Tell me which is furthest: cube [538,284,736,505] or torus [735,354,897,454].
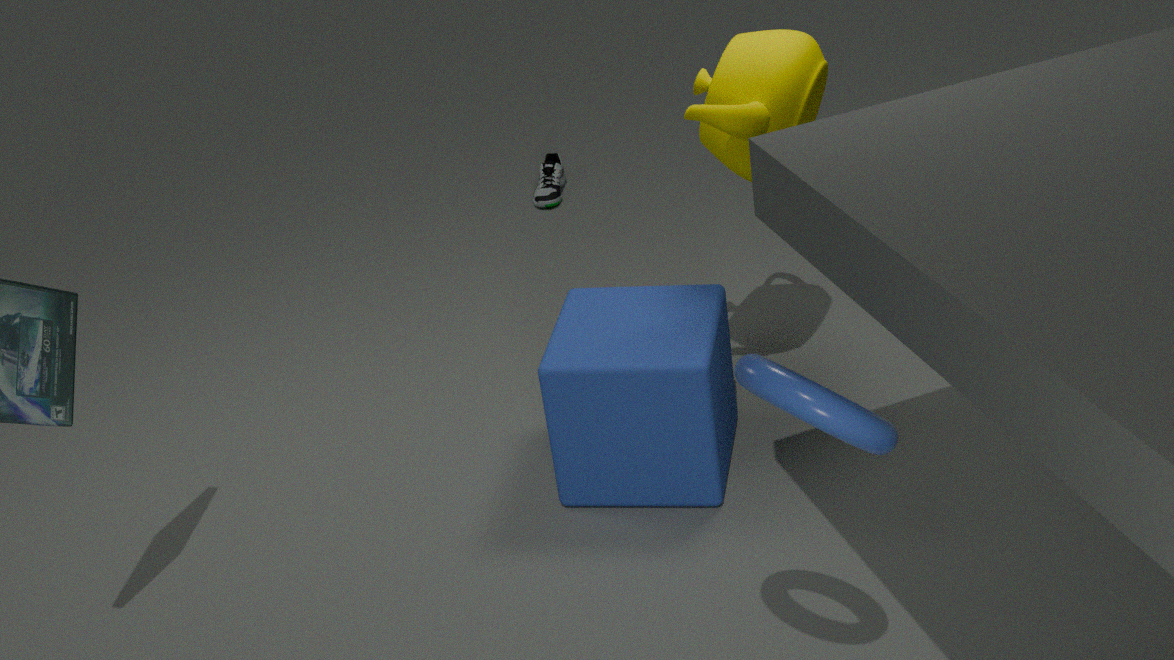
cube [538,284,736,505]
